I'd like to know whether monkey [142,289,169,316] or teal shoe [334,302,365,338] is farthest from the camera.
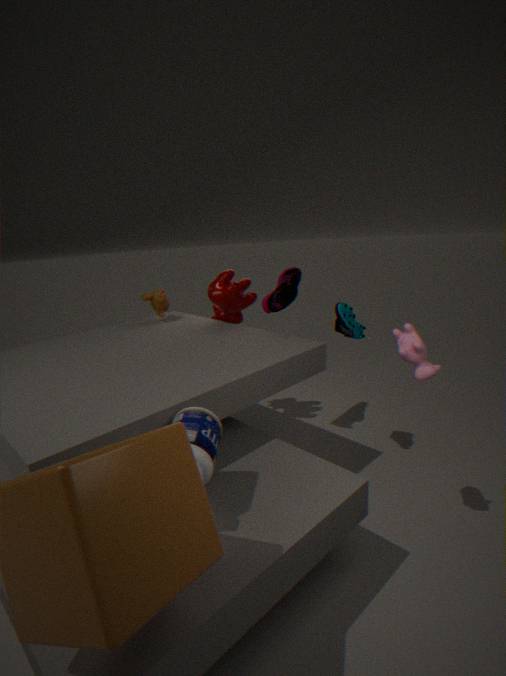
monkey [142,289,169,316]
